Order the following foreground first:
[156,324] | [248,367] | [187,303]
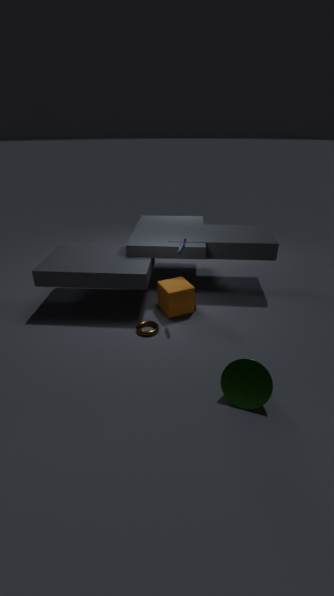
[248,367], [156,324], [187,303]
